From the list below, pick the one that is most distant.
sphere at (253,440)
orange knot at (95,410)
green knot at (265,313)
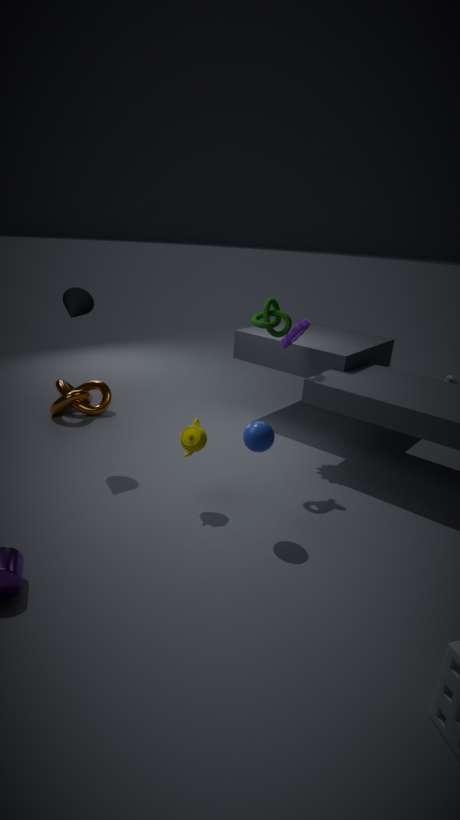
orange knot at (95,410)
